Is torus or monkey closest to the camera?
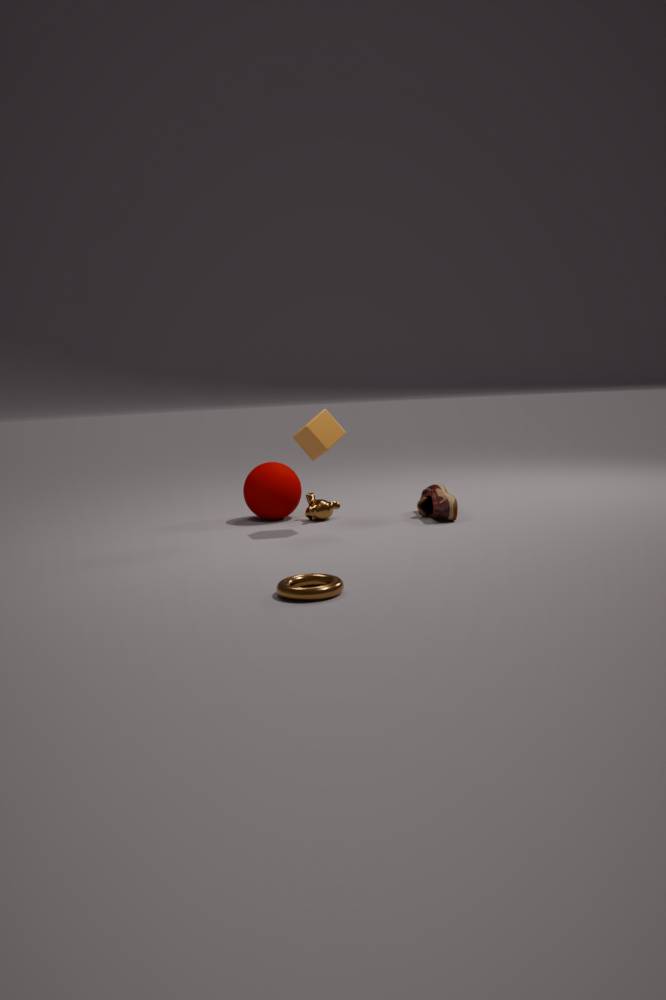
torus
